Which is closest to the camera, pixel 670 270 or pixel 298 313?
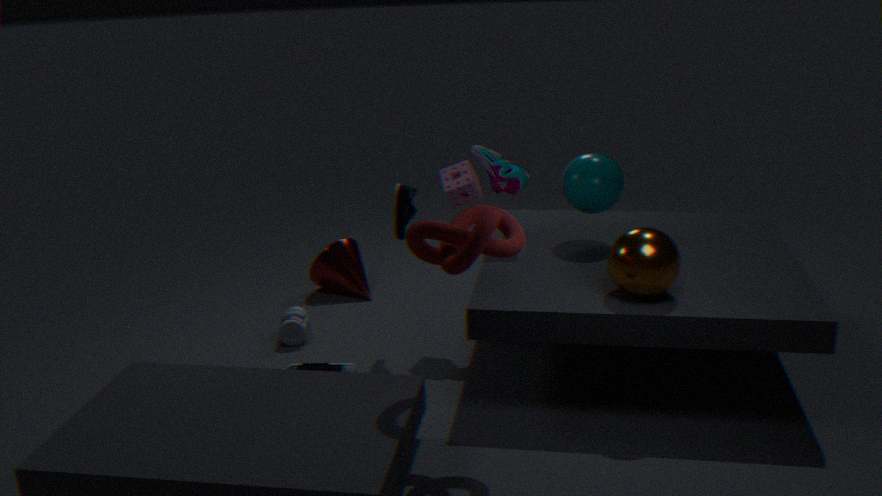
pixel 670 270
